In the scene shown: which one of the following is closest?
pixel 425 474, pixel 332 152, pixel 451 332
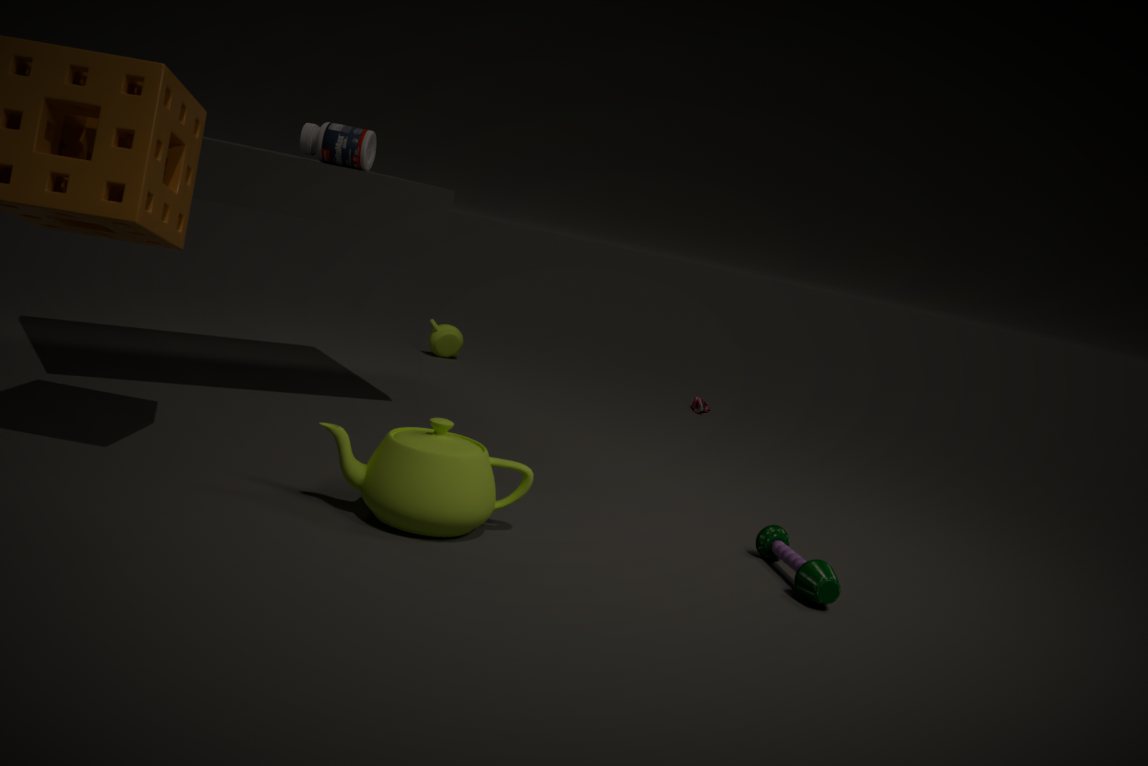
pixel 425 474
